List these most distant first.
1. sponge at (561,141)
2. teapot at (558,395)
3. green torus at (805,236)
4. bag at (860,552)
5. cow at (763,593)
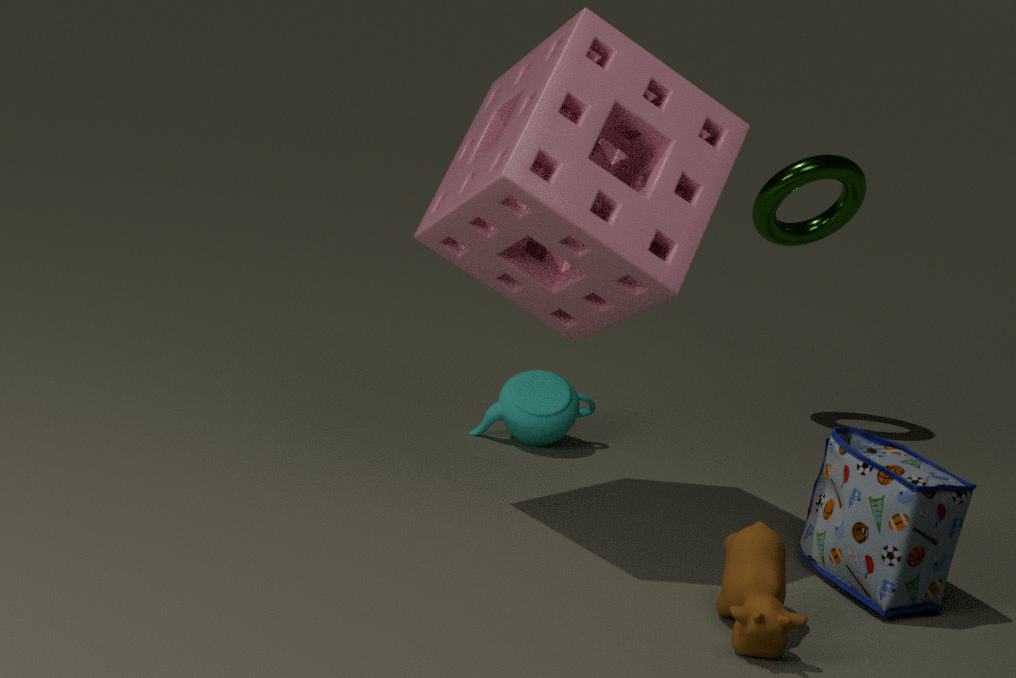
green torus at (805,236)
teapot at (558,395)
bag at (860,552)
sponge at (561,141)
cow at (763,593)
